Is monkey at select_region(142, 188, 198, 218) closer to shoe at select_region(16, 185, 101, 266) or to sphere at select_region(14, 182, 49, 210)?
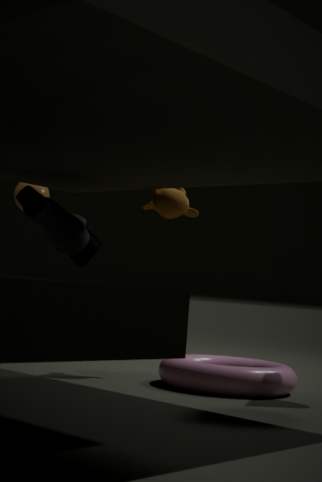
shoe at select_region(16, 185, 101, 266)
